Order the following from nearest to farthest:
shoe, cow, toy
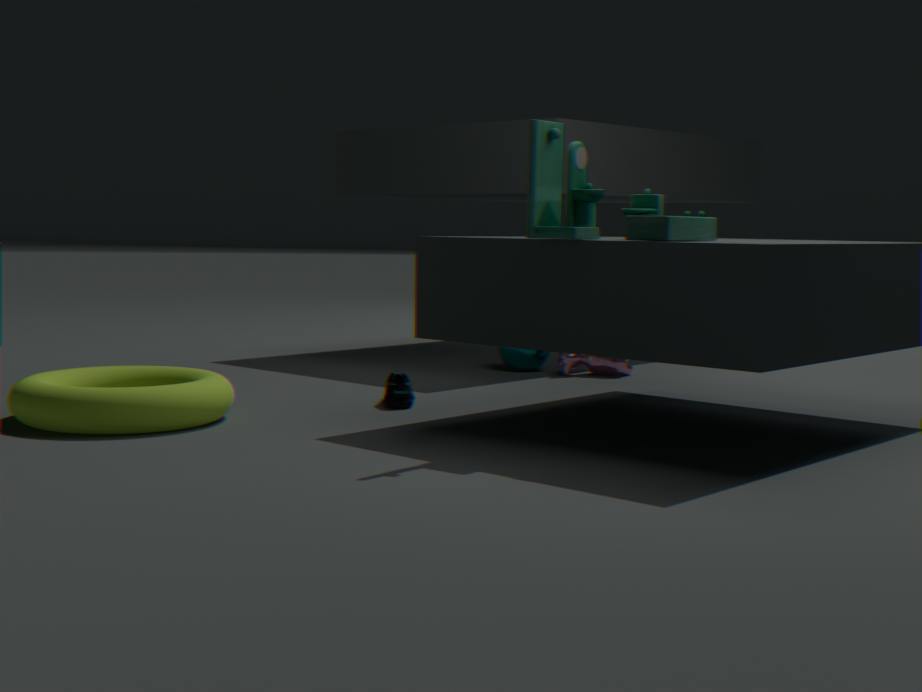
A: 1. toy
2. shoe
3. cow
